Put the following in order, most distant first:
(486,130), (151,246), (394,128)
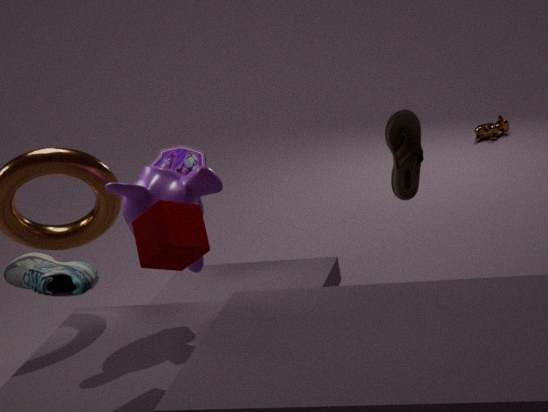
(486,130), (394,128), (151,246)
